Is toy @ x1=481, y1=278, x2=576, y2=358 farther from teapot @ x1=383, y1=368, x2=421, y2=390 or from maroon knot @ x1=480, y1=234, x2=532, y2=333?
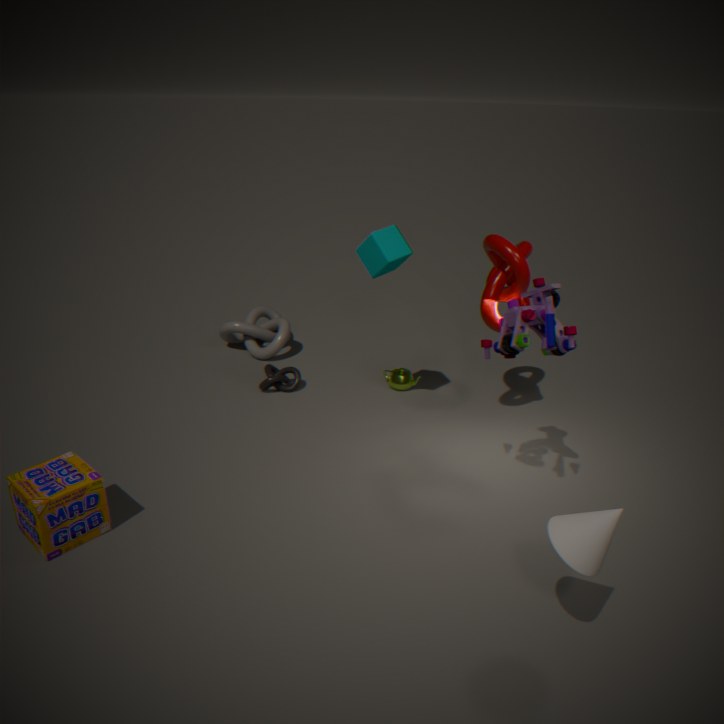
teapot @ x1=383, y1=368, x2=421, y2=390
